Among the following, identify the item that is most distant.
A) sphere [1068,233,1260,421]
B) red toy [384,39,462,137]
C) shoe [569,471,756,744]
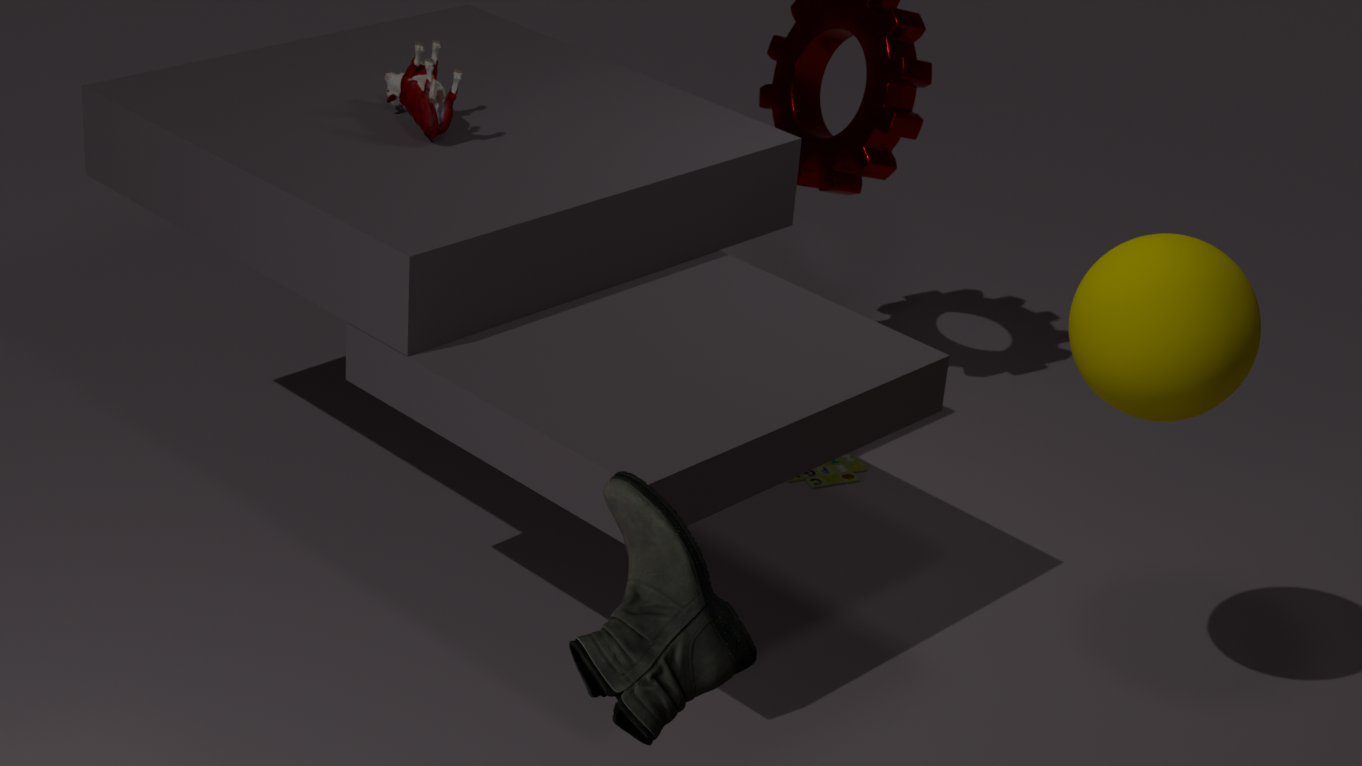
red toy [384,39,462,137]
